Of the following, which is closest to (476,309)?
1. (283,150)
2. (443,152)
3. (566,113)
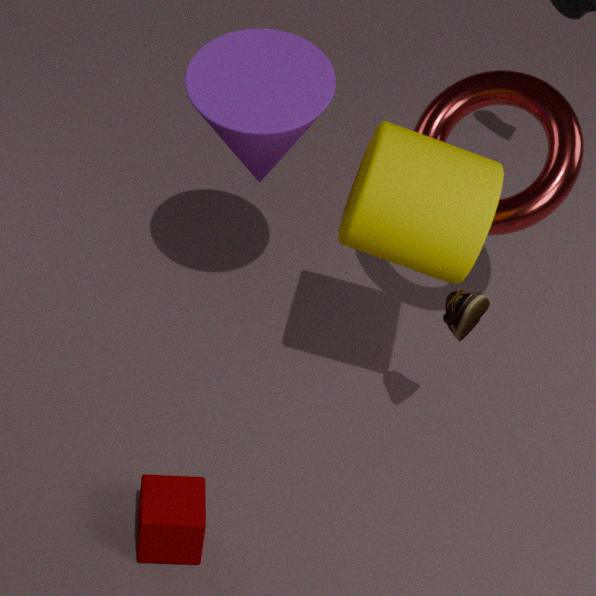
(443,152)
